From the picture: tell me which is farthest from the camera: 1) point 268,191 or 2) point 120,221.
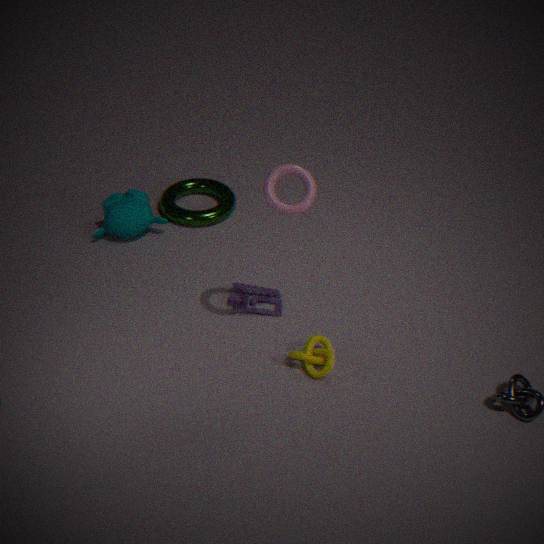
2. point 120,221
